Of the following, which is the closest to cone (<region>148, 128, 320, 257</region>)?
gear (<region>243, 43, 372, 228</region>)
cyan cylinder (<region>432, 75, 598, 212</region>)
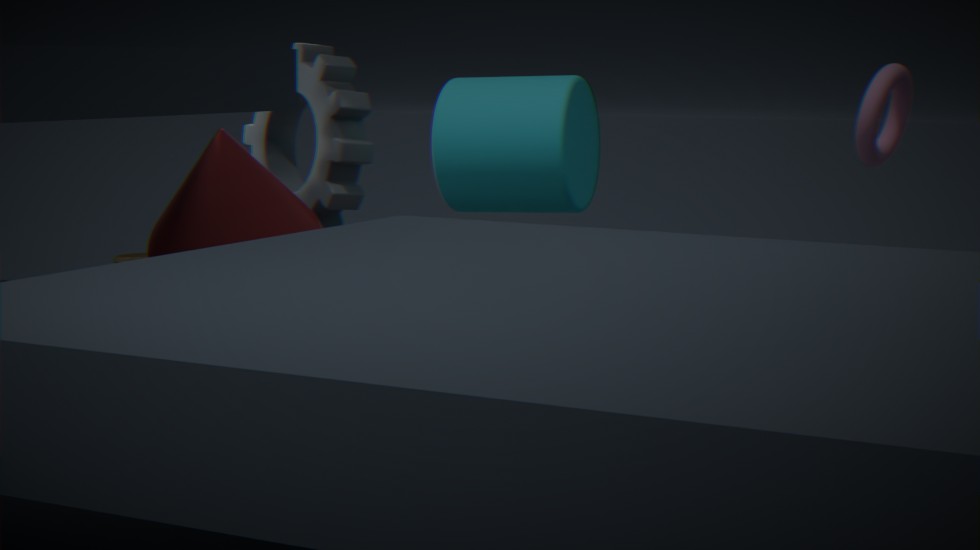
gear (<region>243, 43, 372, 228</region>)
